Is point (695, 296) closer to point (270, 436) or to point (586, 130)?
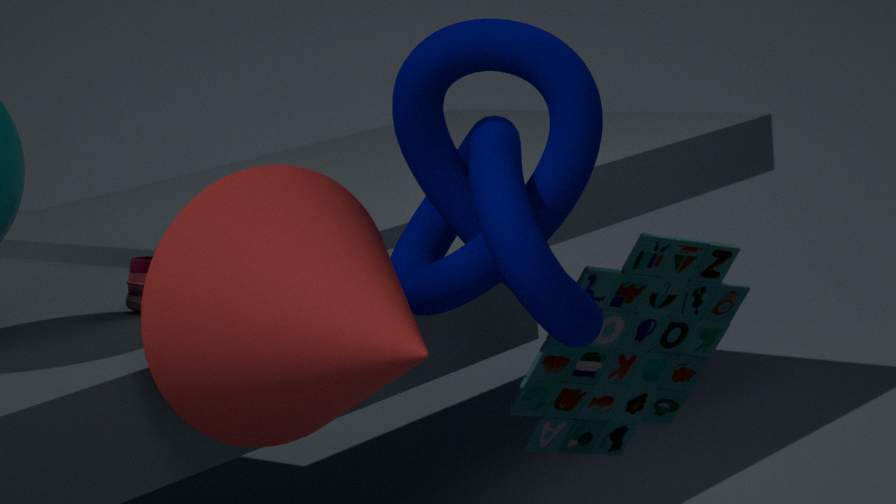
point (586, 130)
